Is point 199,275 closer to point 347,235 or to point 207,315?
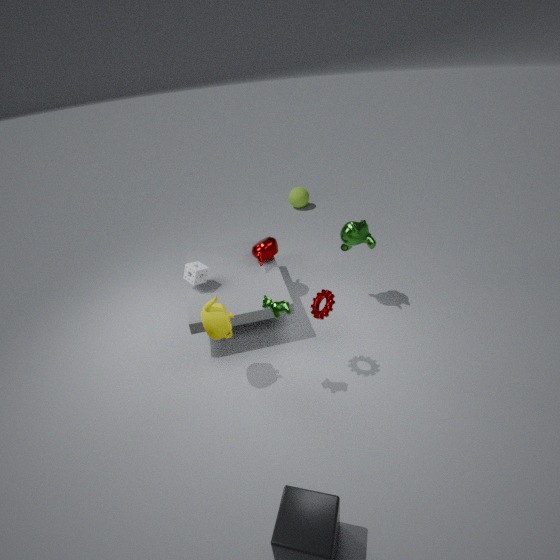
point 207,315
